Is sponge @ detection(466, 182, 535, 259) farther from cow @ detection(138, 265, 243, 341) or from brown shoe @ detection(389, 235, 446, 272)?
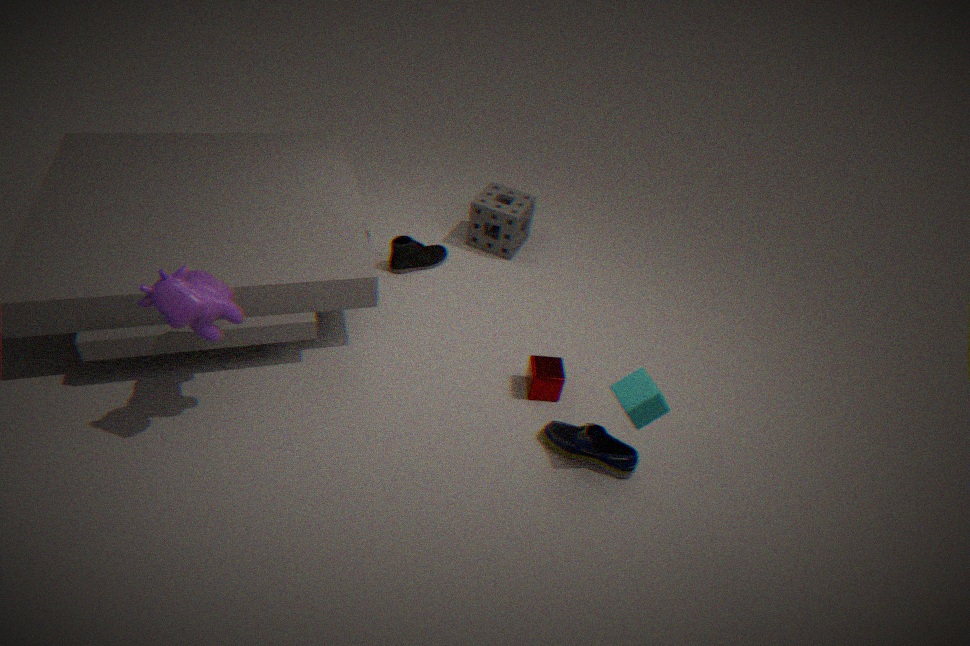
cow @ detection(138, 265, 243, 341)
